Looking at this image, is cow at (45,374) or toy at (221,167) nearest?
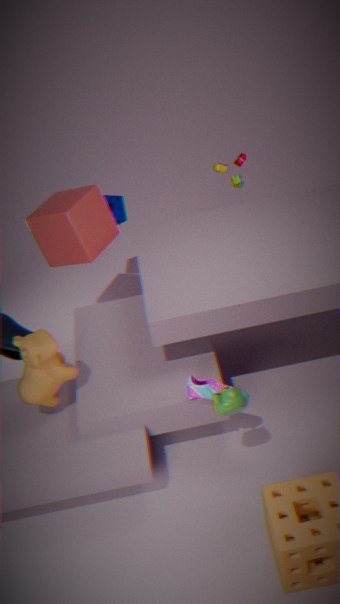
cow at (45,374)
